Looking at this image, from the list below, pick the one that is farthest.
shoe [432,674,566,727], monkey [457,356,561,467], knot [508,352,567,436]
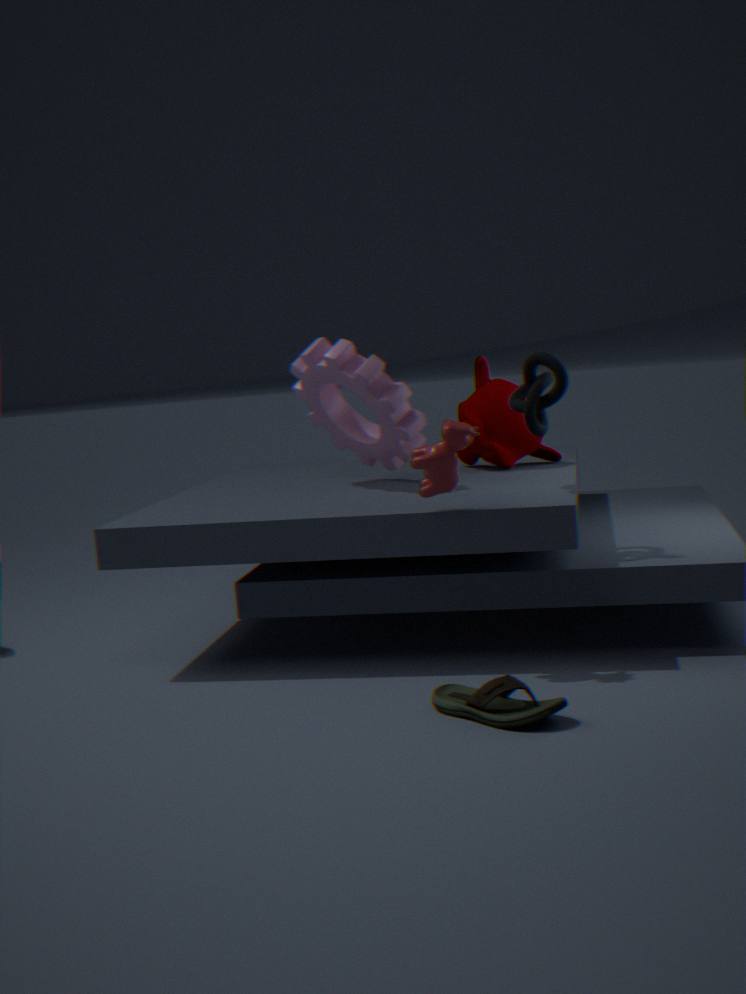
monkey [457,356,561,467]
